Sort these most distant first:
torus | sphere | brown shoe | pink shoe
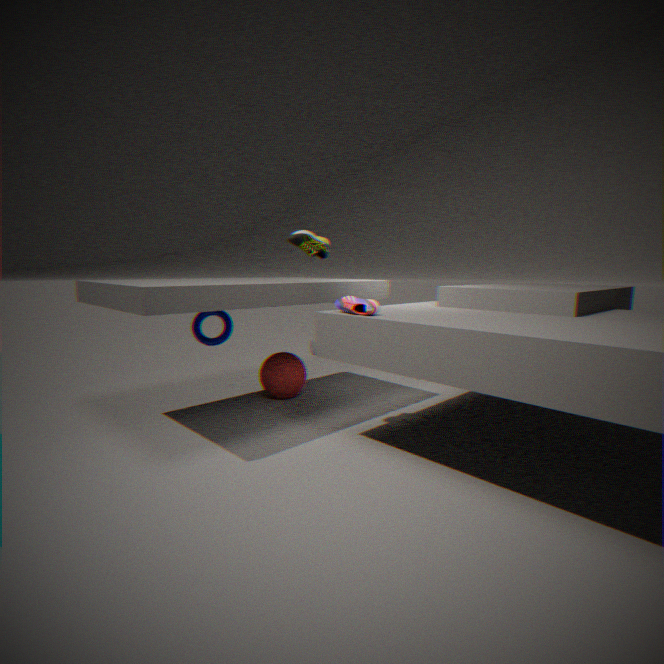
sphere → torus → brown shoe → pink shoe
